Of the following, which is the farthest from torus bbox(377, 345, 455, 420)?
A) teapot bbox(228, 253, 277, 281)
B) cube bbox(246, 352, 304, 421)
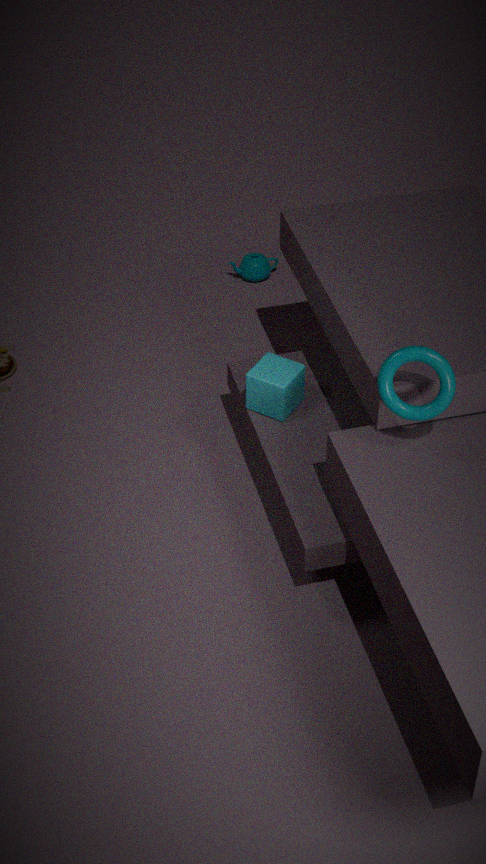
teapot bbox(228, 253, 277, 281)
